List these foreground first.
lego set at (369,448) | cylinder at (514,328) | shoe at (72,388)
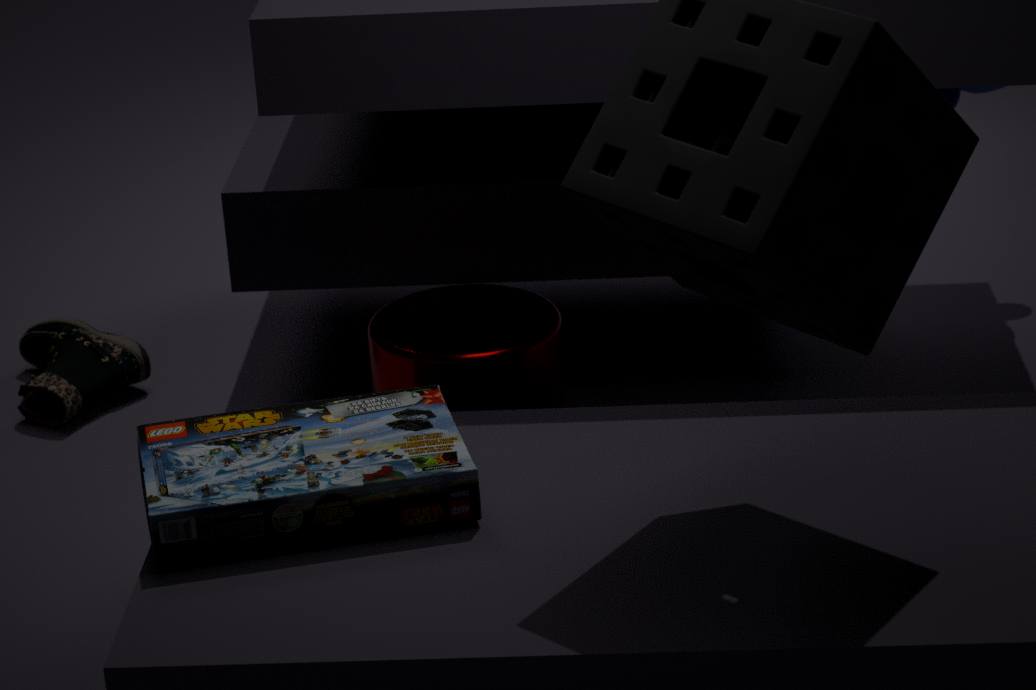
lego set at (369,448) → cylinder at (514,328) → shoe at (72,388)
